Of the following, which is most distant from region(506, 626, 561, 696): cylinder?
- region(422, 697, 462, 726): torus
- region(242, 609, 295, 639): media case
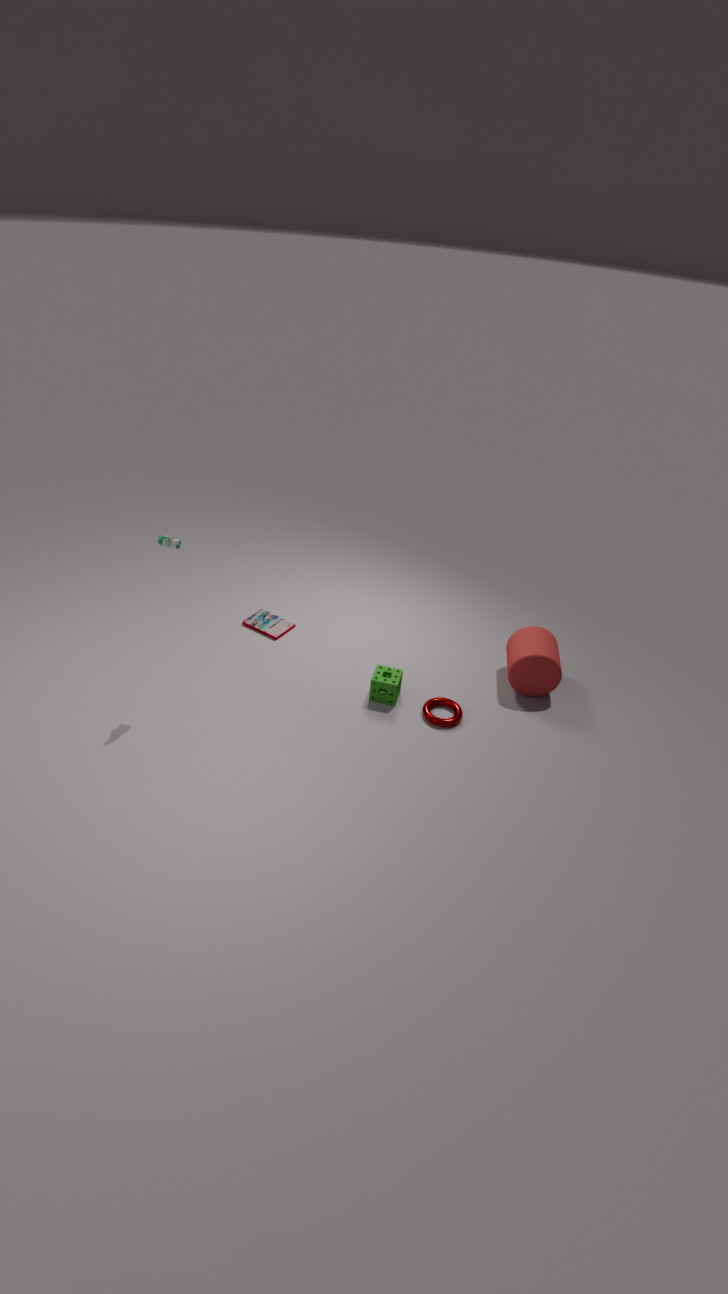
region(242, 609, 295, 639): media case
